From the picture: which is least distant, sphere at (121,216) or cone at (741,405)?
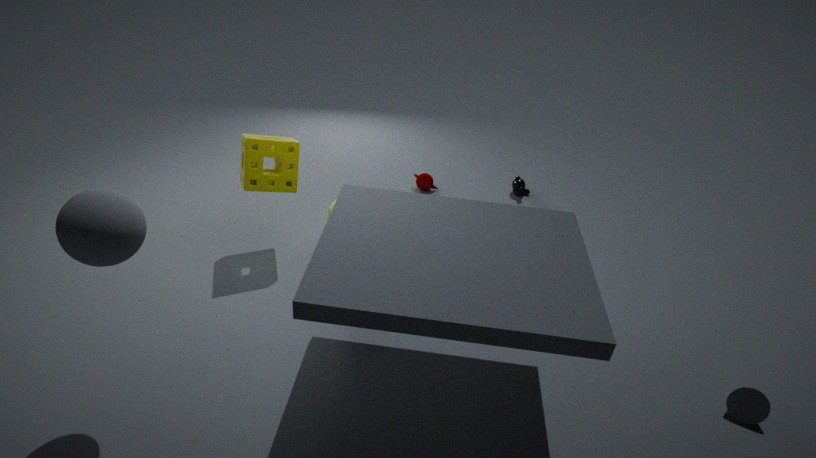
sphere at (121,216)
